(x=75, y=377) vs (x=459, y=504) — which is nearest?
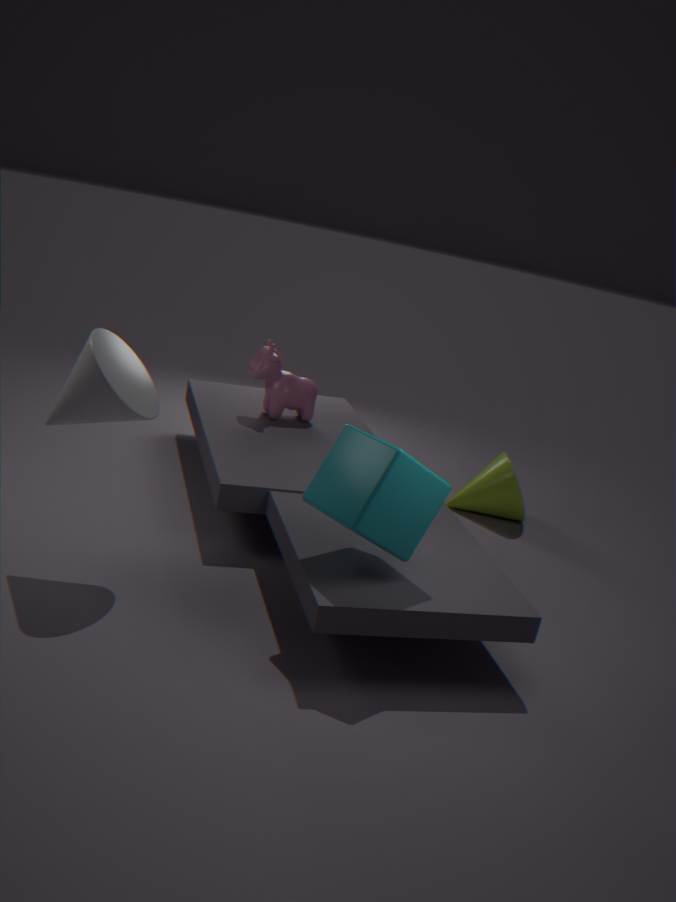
(x=75, y=377)
